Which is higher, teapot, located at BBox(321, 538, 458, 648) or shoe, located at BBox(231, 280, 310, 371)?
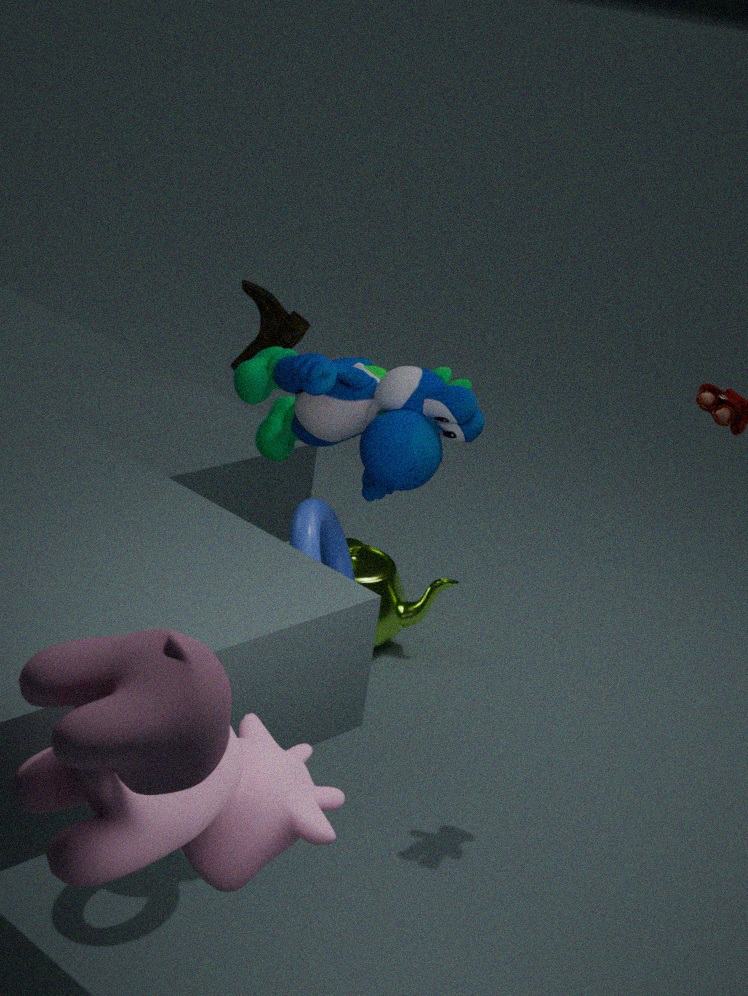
shoe, located at BBox(231, 280, 310, 371)
